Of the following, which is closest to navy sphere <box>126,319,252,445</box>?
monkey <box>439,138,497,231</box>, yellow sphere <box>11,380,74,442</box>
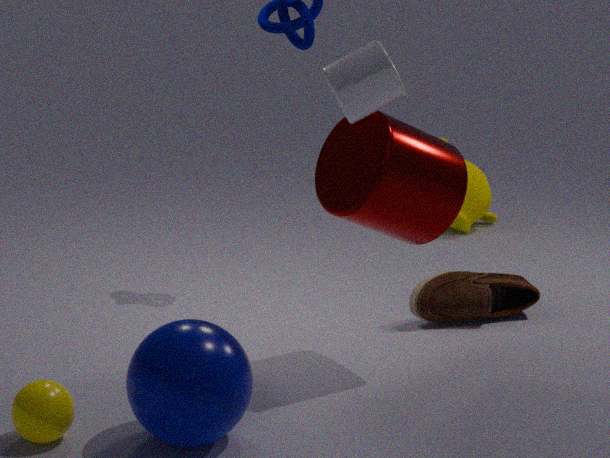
yellow sphere <box>11,380,74,442</box>
